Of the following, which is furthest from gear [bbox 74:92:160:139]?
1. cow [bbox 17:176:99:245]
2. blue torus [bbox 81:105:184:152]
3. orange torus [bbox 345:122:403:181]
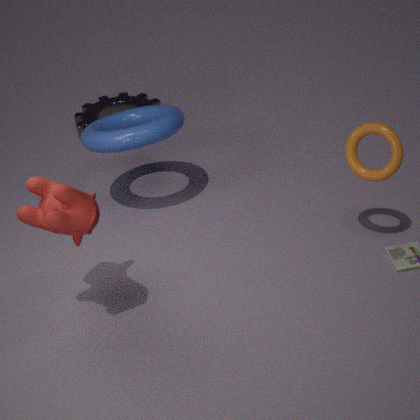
orange torus [bbox 345:122:403:181]
